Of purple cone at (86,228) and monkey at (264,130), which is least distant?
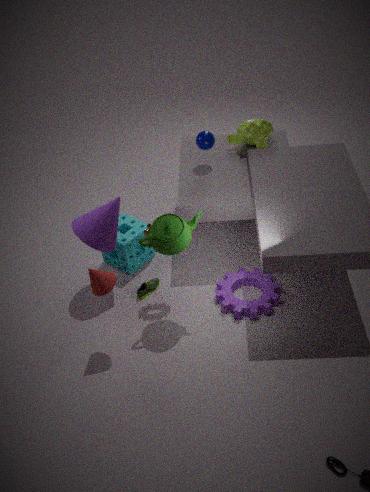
purple cone at (86,228)
